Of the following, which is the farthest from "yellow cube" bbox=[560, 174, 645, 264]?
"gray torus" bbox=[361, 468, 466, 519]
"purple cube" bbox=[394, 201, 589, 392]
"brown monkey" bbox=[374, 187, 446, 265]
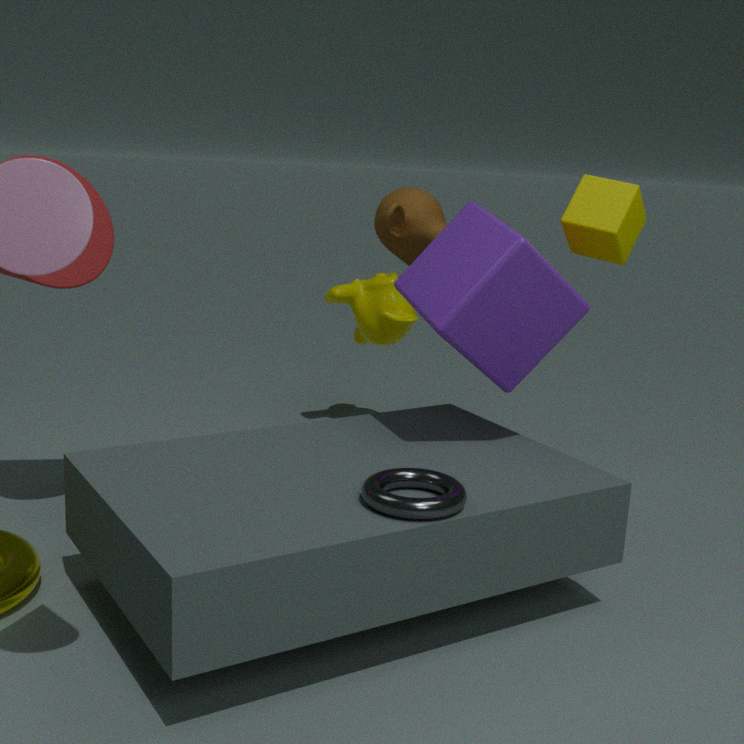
"gray torus" bbox=[361, 468, 466, 519]
